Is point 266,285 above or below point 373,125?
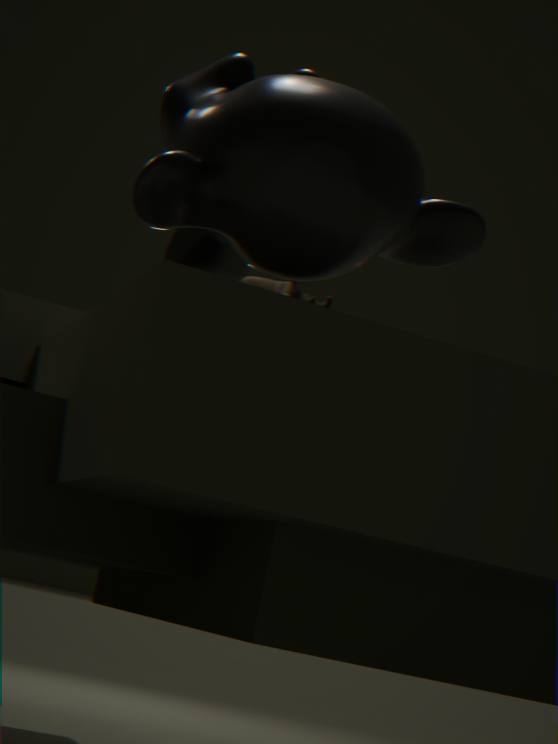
above
